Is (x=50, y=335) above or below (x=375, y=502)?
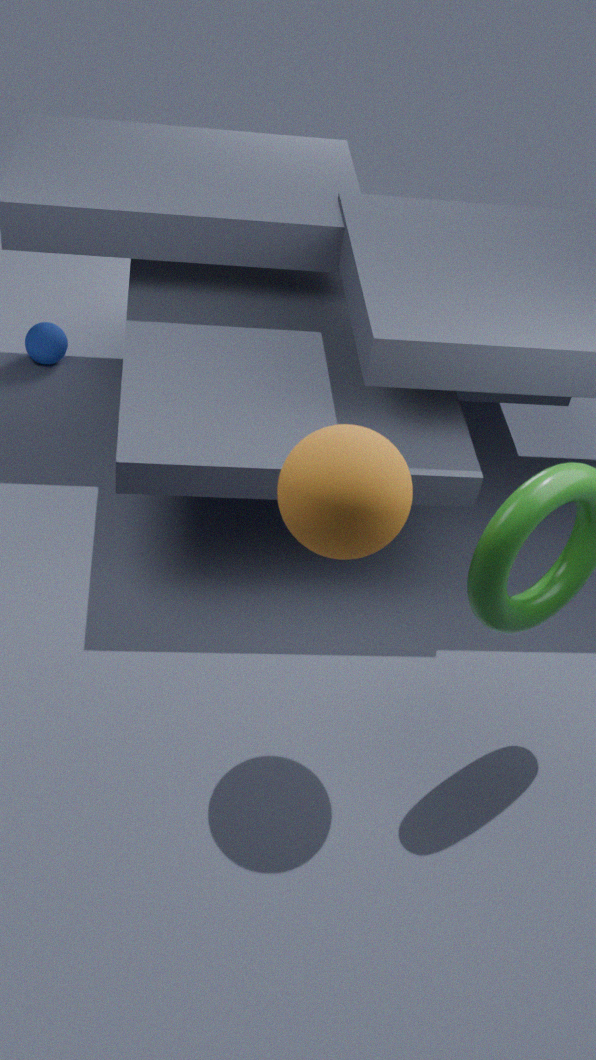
below
